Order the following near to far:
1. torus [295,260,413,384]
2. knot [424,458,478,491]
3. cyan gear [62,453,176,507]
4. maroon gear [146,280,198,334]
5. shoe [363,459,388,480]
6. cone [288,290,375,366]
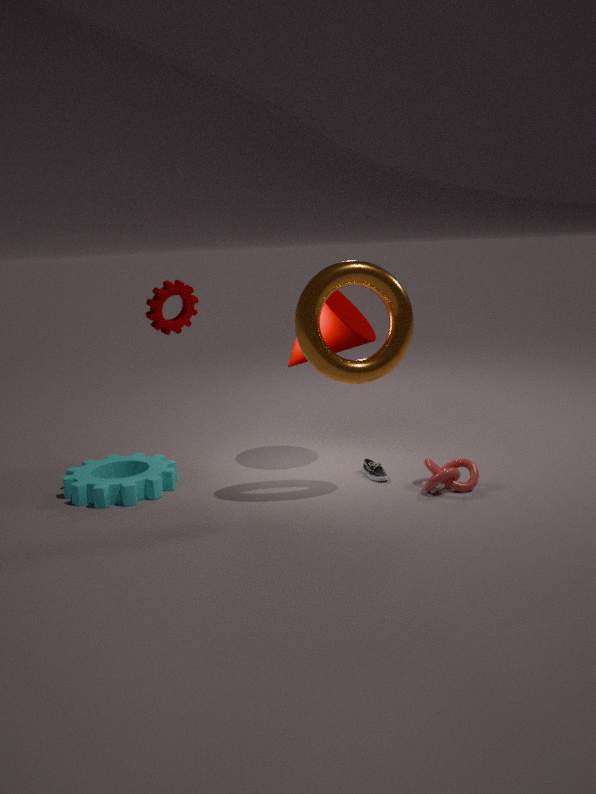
1. torus [295,260,413,384]
2. knot [424,458,478,491]
3. cyan gear [62,453,176,507]
4. cone [288,290,375,366]
5. shoe [363,459,388,480]
6. maroon gear [146,280,198,334]
